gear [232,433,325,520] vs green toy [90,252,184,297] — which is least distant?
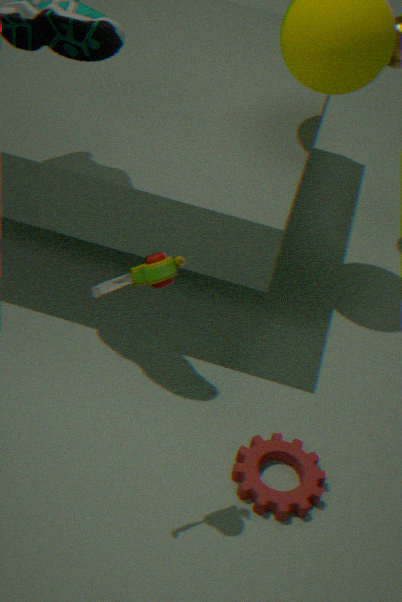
green toy [90,252,184,297]
